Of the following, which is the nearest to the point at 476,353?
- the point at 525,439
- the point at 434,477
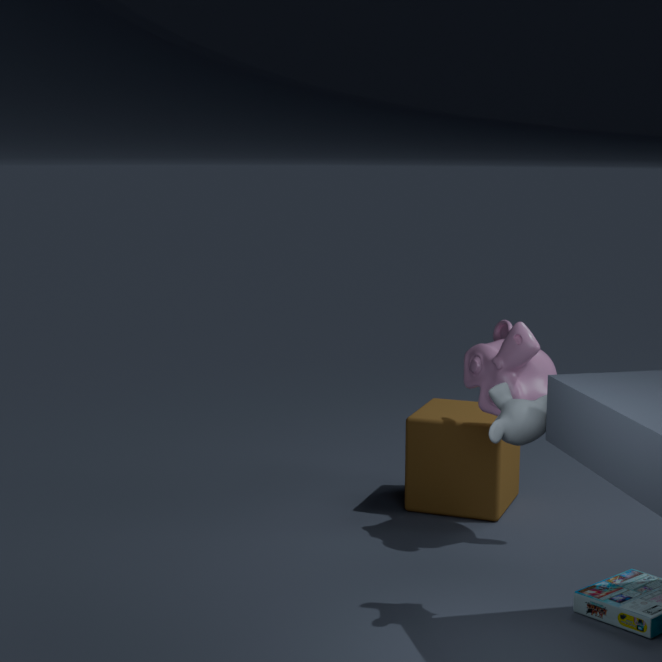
the point at 434,477
